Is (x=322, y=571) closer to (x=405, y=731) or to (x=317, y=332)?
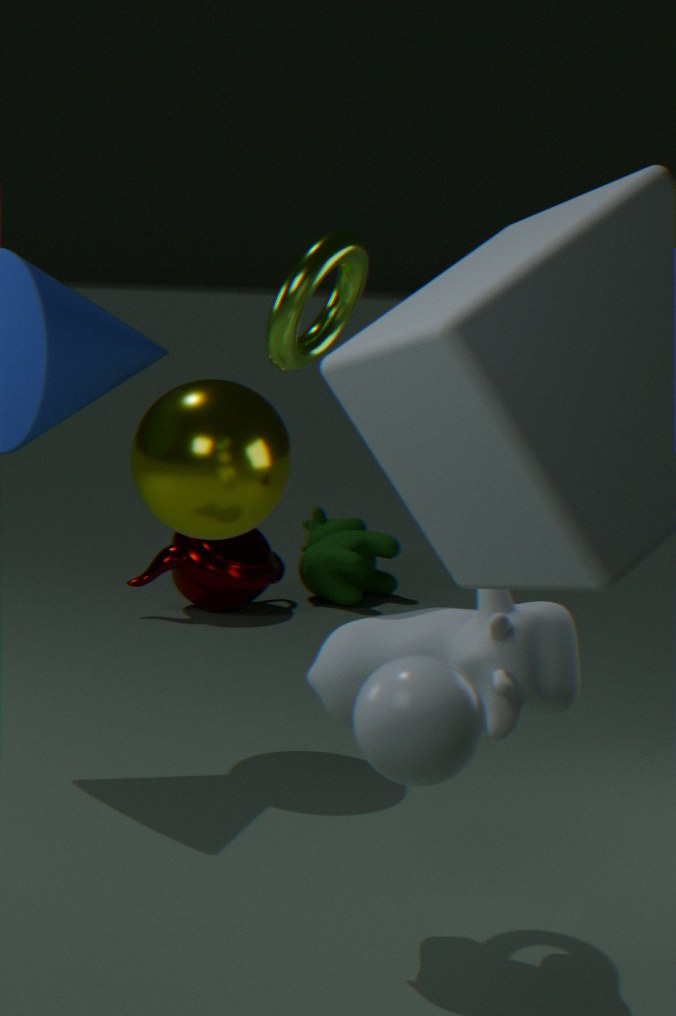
(x=317, y=332)
